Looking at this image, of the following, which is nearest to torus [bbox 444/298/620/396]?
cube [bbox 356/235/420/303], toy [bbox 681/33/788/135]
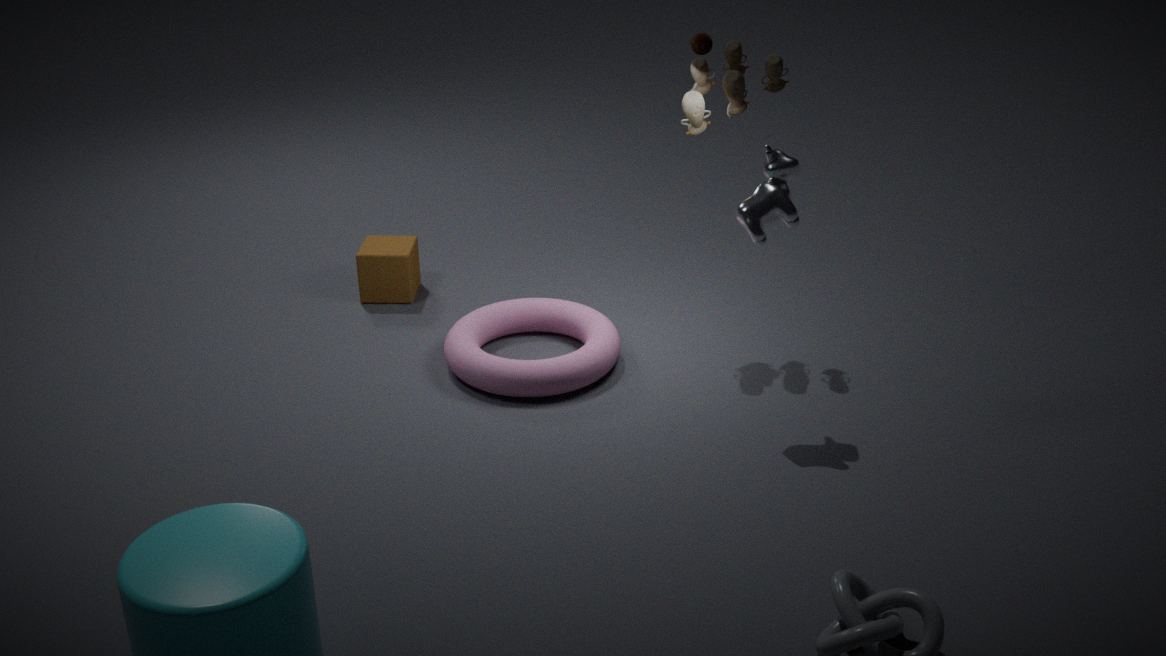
cube [bbox 356/235/420/303]
